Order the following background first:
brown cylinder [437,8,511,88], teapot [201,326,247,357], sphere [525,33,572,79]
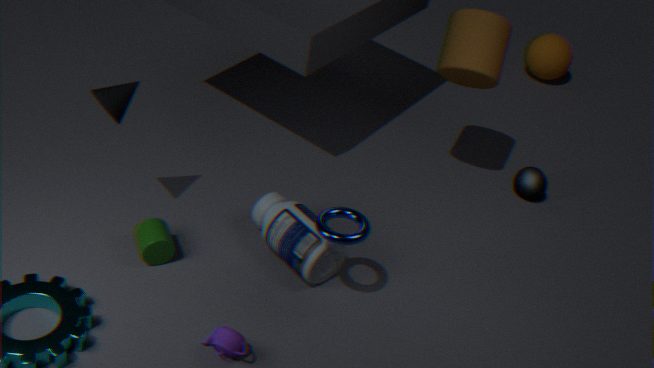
sphere [525,33,572,79] < brown cylinder [437,8,511,88] < teapot [201,326,247,357]
